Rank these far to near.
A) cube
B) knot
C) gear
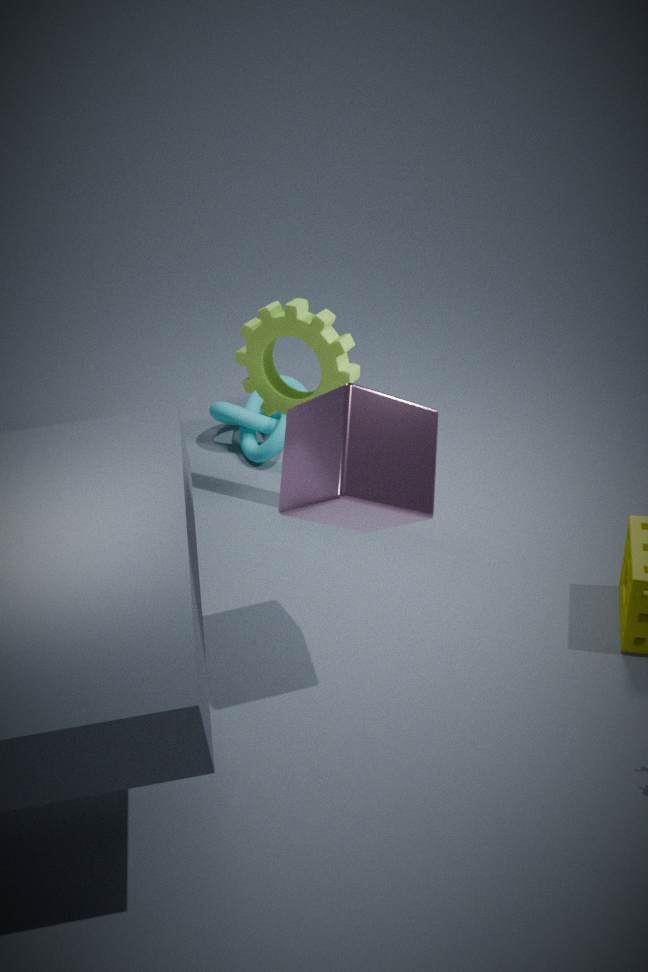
knot
gear
cube
